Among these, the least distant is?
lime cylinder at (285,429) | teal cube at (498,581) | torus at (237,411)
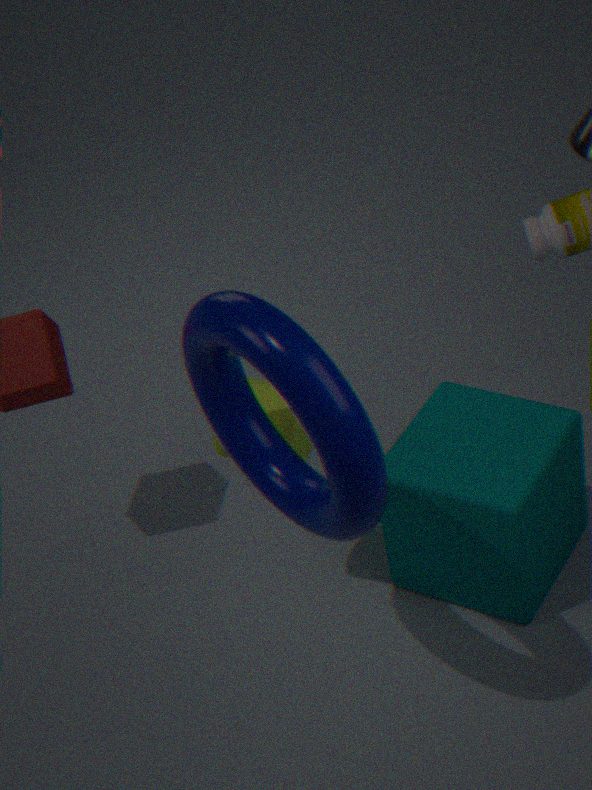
torus at (237,411)
